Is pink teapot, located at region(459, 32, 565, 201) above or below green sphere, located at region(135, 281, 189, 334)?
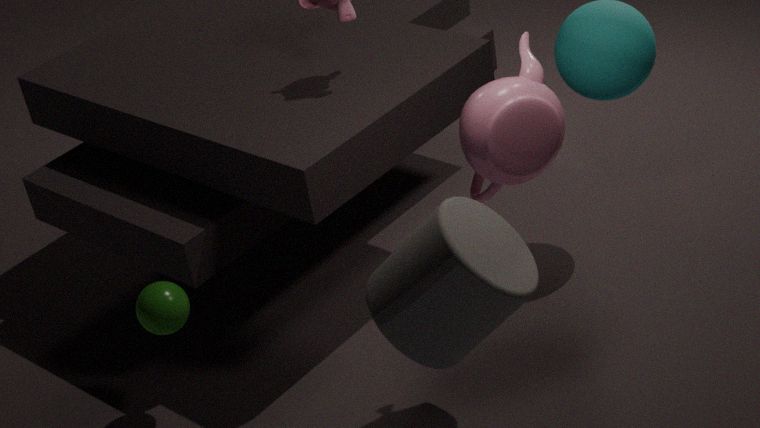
above
